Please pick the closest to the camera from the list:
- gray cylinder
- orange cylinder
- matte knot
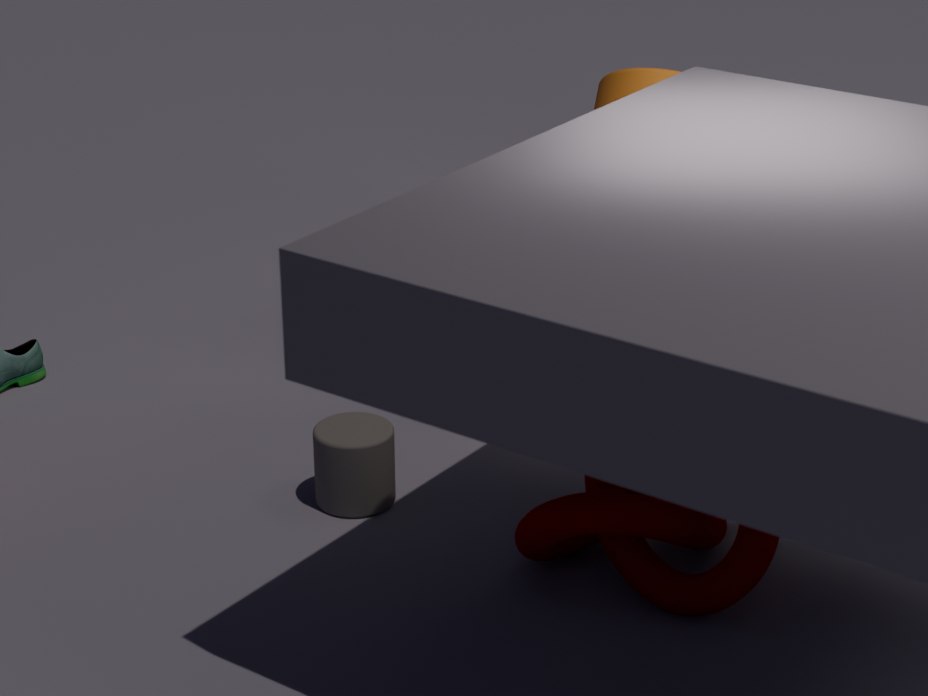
matte knot
